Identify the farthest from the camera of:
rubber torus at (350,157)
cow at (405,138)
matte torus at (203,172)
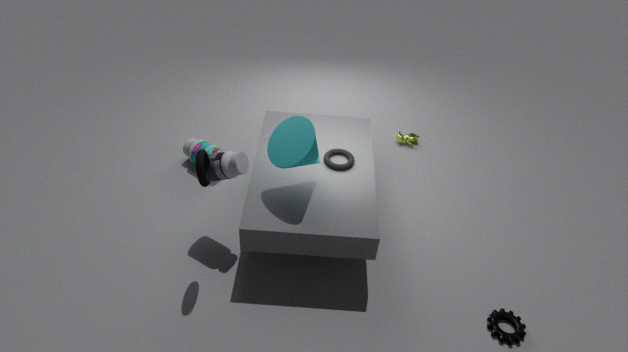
cow at (405,138)
